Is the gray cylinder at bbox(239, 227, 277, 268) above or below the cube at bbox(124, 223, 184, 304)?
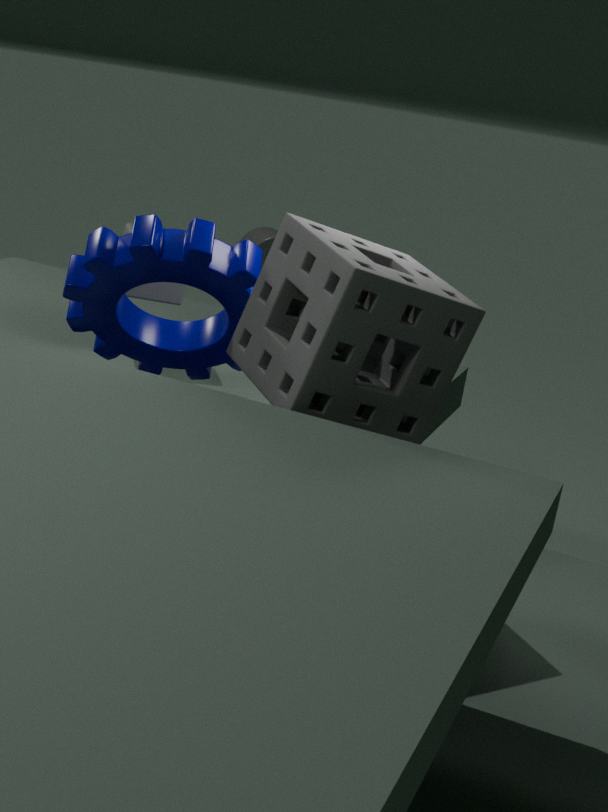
below
